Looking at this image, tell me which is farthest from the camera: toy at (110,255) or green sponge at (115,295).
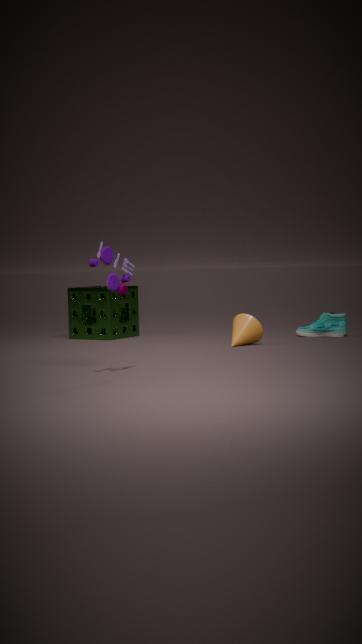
green sponge at (115,295)
